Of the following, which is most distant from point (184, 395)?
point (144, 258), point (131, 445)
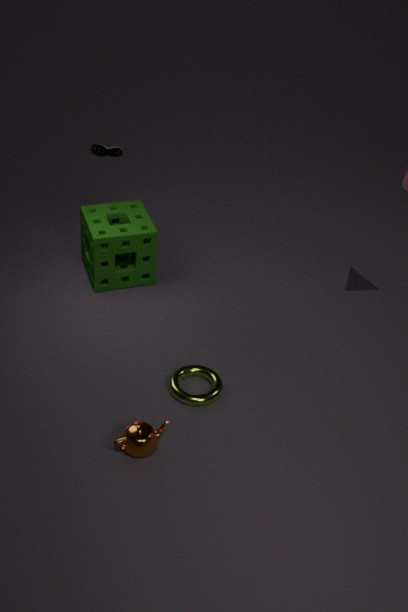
point (144, 258)
